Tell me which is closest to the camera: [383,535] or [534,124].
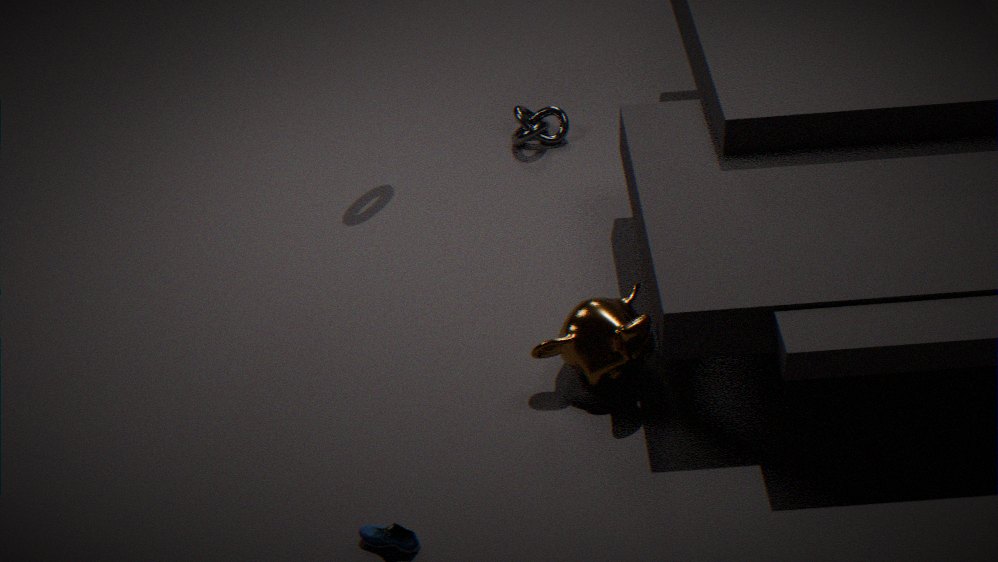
[383,535]
